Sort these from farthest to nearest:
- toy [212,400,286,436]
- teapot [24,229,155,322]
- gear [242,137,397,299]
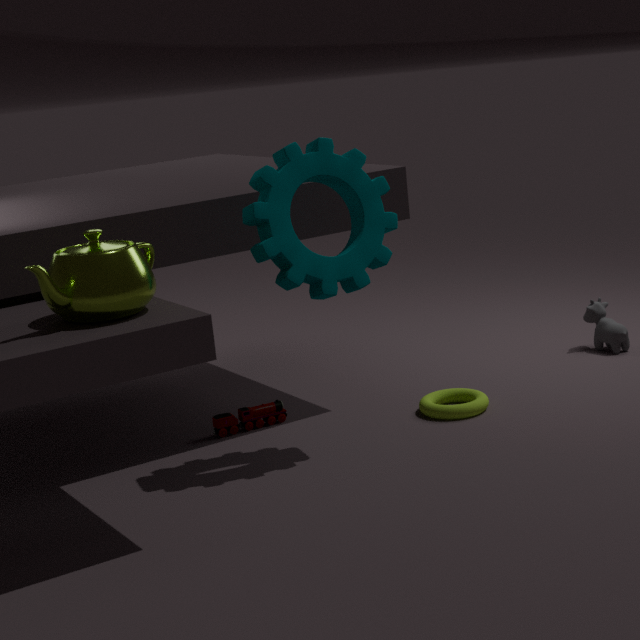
toy [212,400,286,436], gear [242,137,397,299], teapot [24,229,155,322]
